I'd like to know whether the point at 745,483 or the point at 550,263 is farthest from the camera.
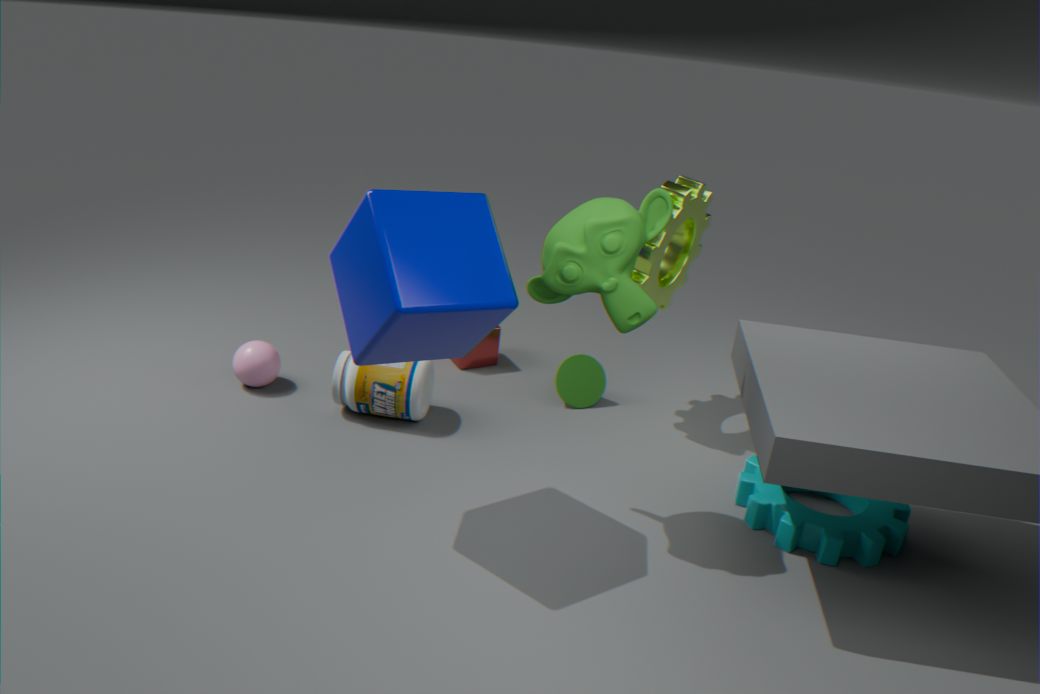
the point at 745,483
